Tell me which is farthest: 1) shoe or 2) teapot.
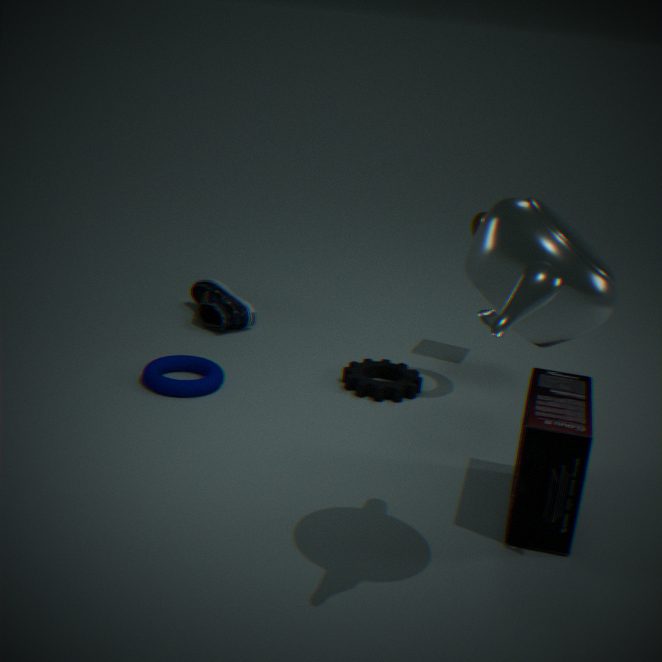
1. shoe
